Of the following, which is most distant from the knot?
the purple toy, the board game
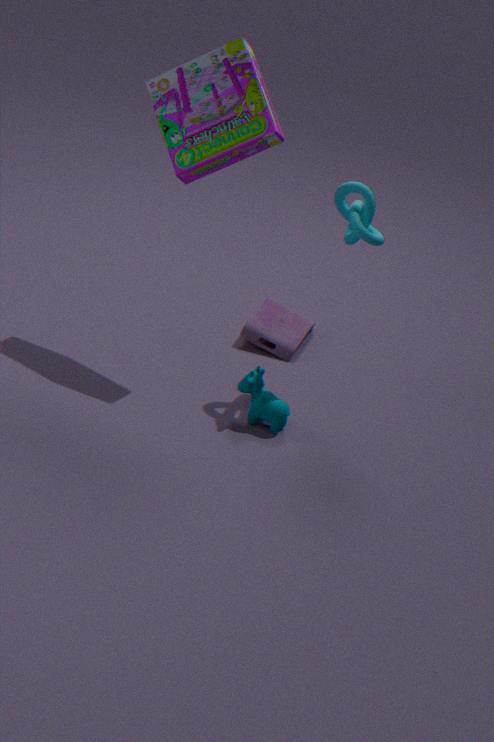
the purple toy
